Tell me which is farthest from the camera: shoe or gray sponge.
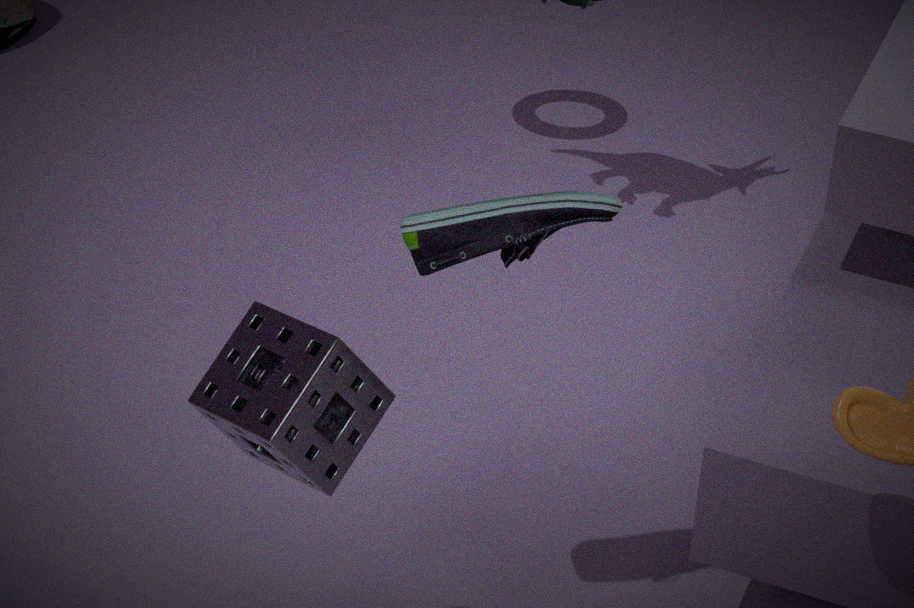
shoe
